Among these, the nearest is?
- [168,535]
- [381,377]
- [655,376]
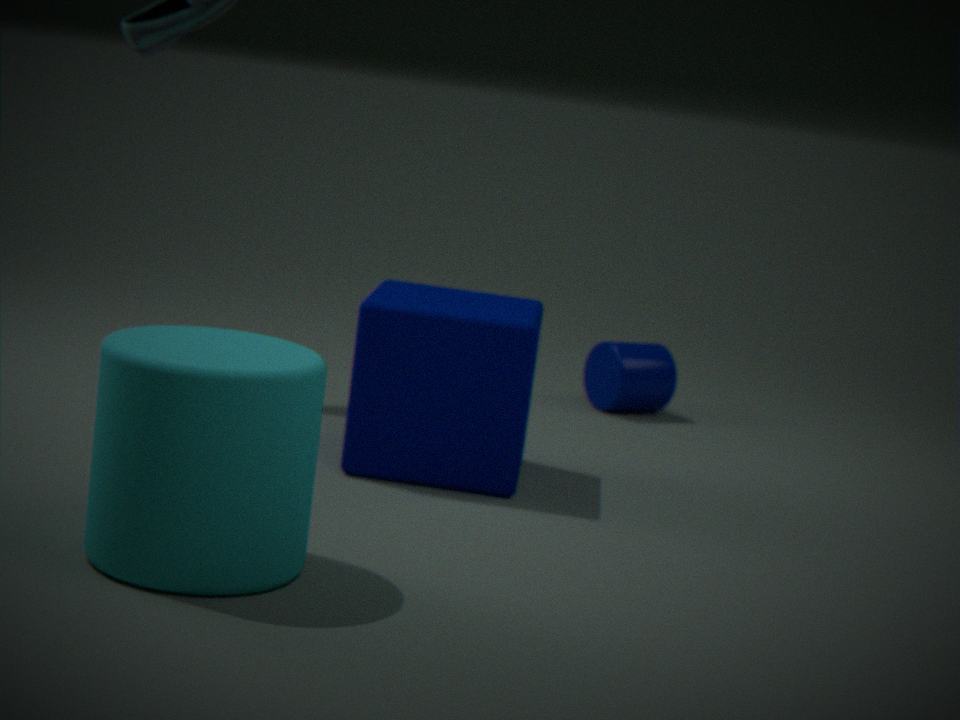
[168,535]
